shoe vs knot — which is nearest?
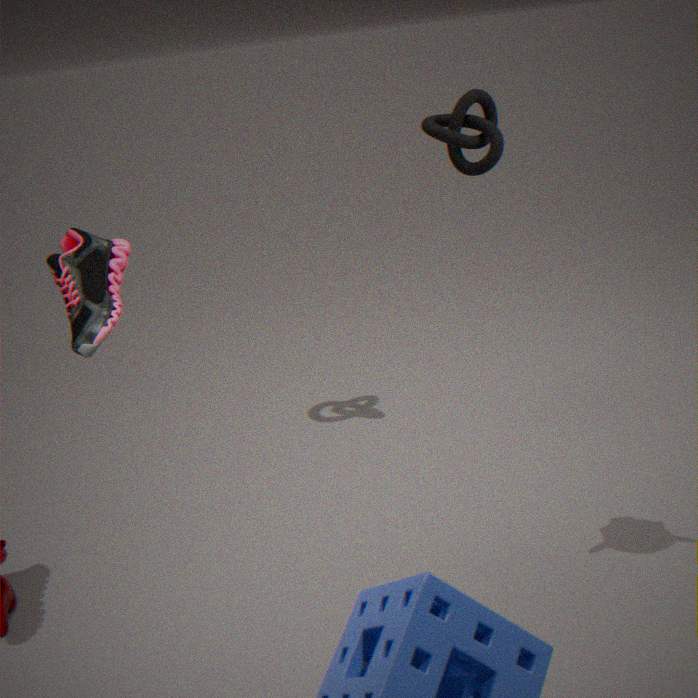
shoe
